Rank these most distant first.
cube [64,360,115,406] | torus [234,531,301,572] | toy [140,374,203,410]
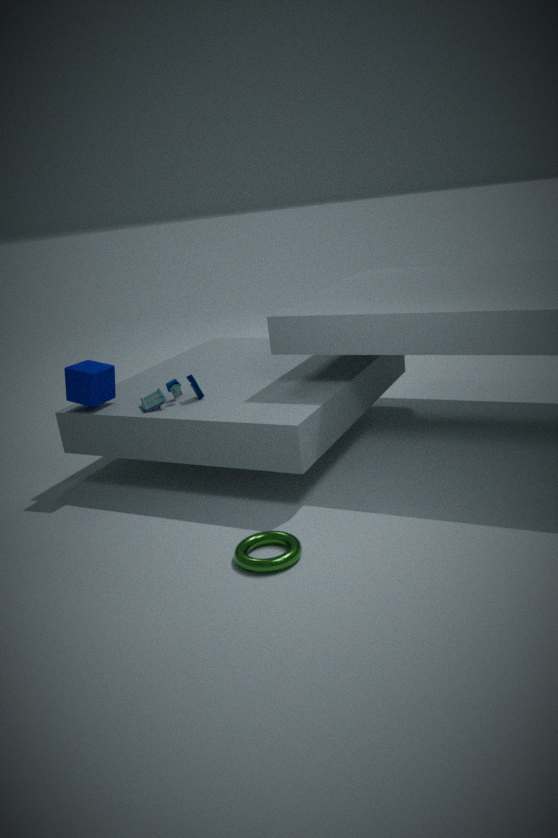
cube [64,360,115,406] < toy [140,374,203,410] < torus [234,531,301,572]
